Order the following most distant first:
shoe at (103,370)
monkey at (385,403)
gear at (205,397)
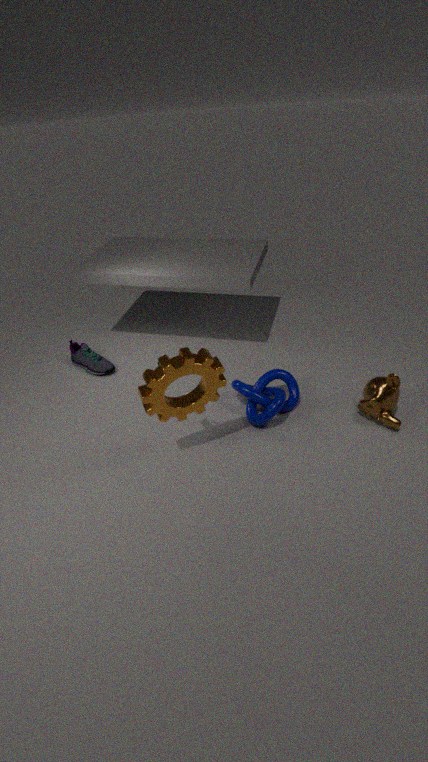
shoe at (103,370)
monkey at (385,403)
gear at (205,397)
